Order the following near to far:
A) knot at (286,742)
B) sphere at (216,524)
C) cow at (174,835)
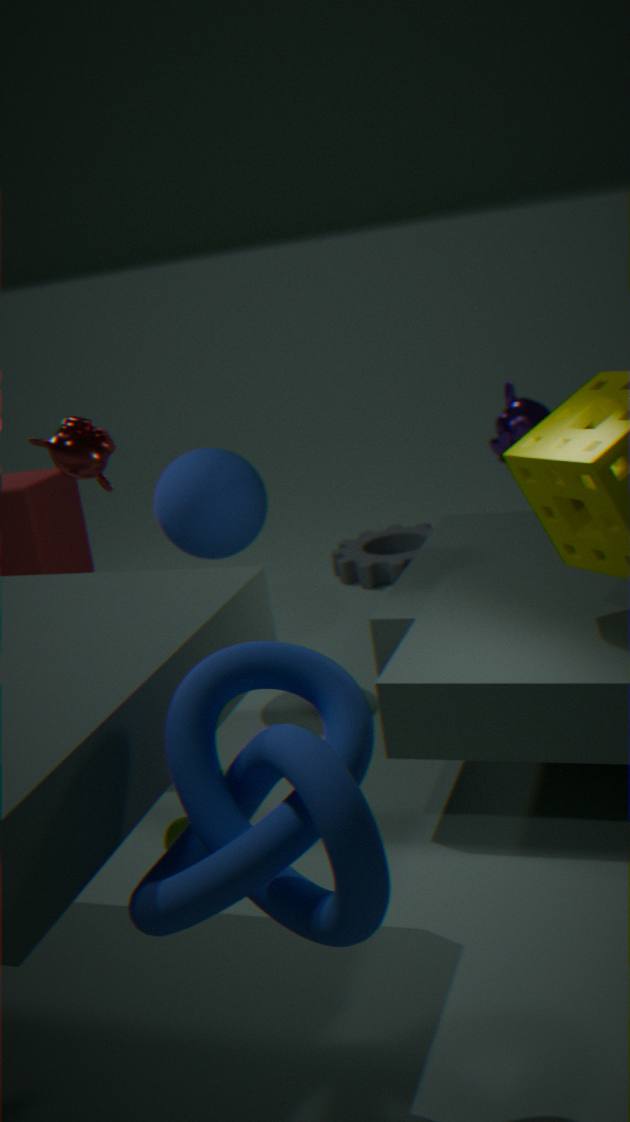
1. knot at (286,742)
2. cow at (174,835)
3. sphere at (216,524)
